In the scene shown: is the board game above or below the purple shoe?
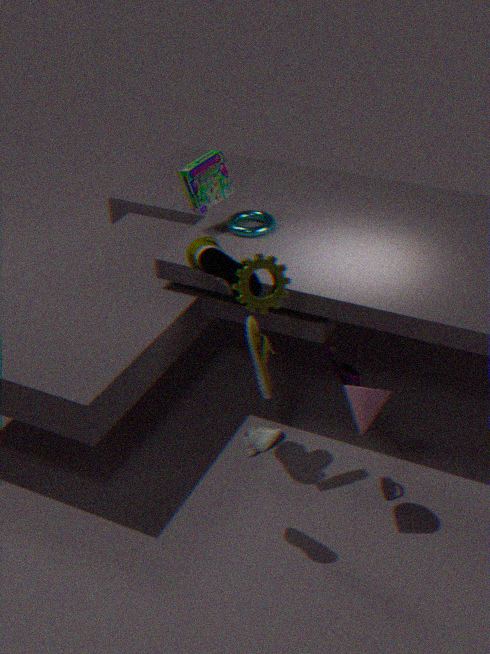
above
